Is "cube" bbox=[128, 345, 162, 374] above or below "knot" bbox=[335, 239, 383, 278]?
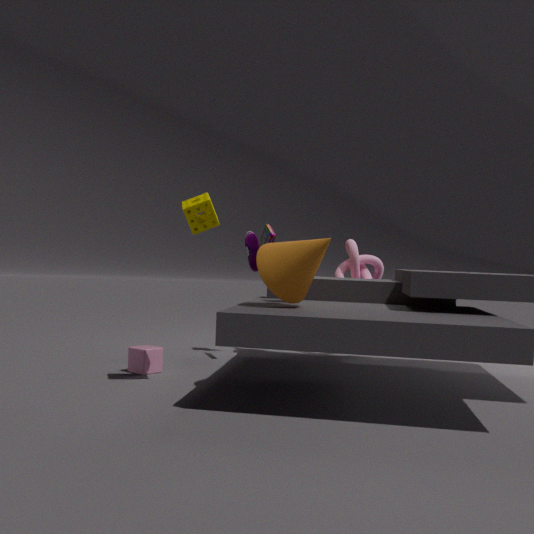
below
